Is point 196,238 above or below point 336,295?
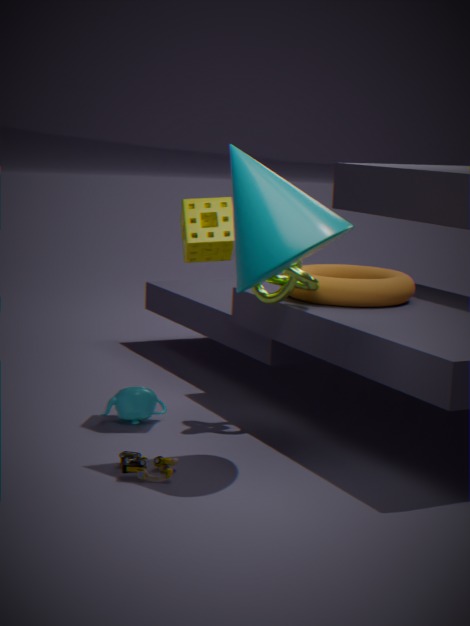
above
